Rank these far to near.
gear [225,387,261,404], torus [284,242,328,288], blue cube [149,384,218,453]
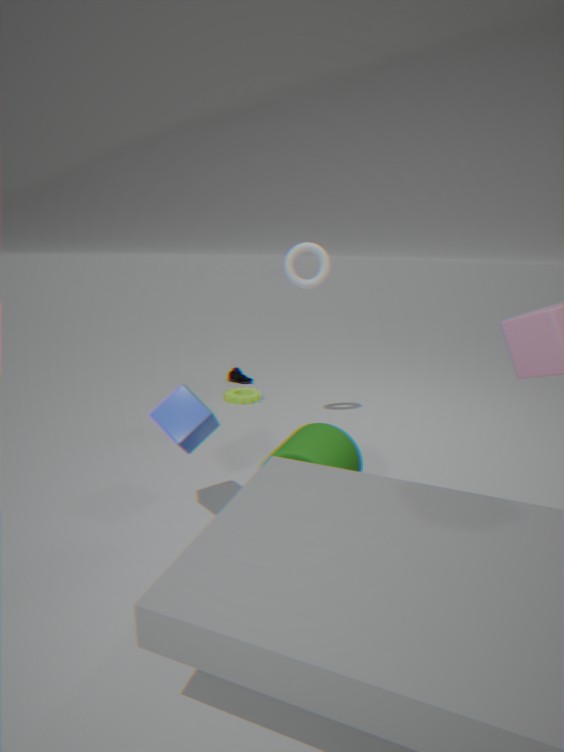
1. gear [225,387,261,404]
2. torus [284,242,328,288]
3. blue cube [149,384,218,453]
